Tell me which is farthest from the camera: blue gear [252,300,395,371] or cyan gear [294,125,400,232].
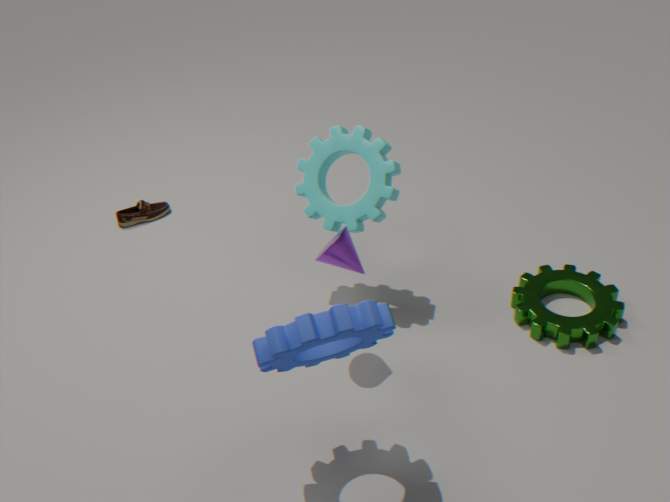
cyan gear [294,125,400,232]
